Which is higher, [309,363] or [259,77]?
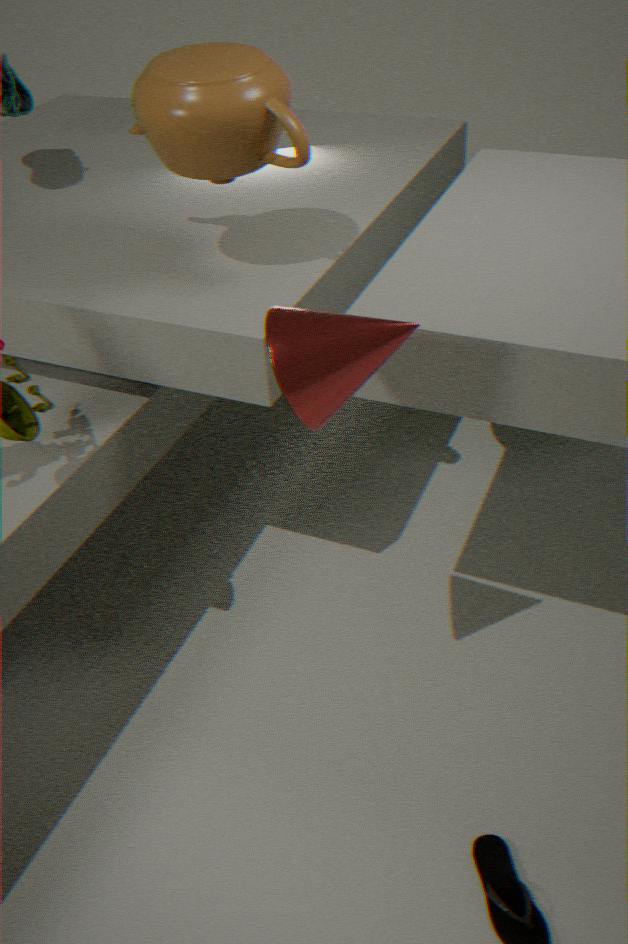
[259,77]
